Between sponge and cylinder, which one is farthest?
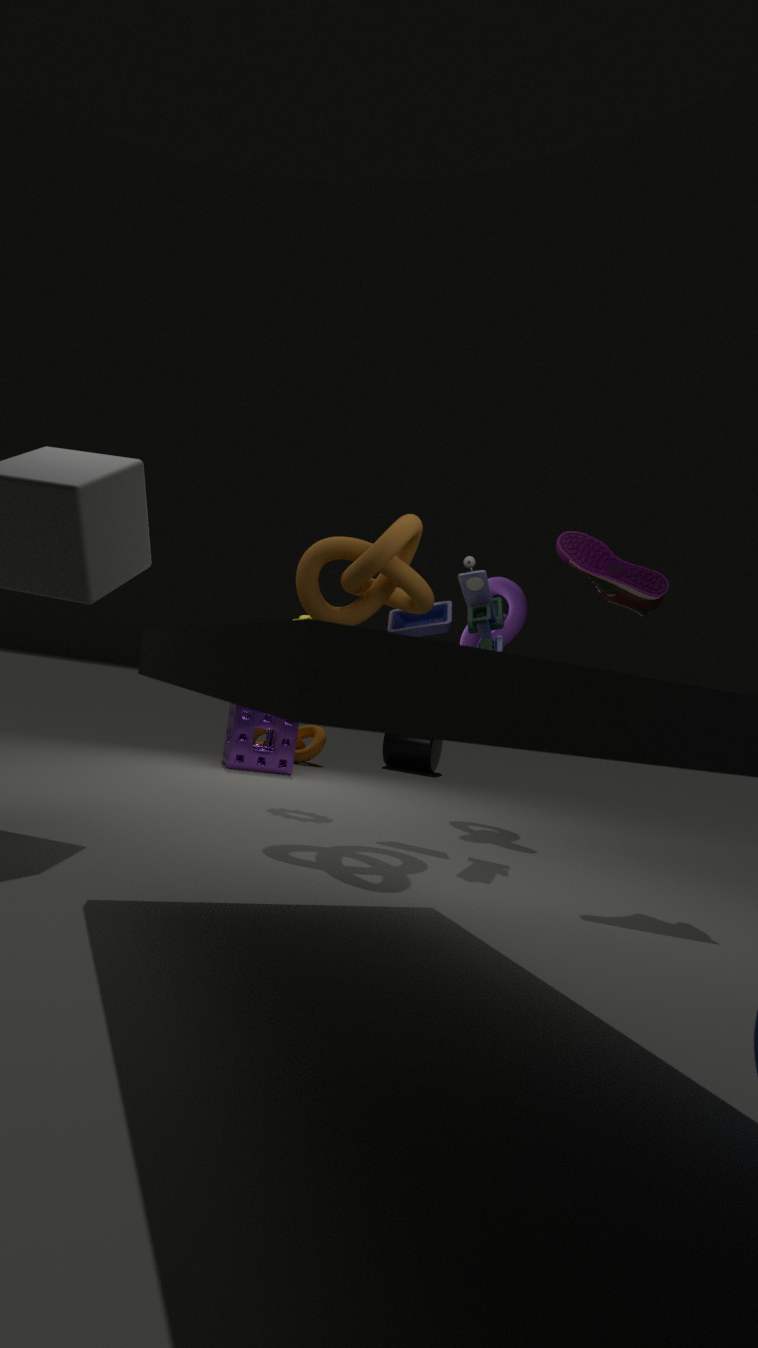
cylinder
